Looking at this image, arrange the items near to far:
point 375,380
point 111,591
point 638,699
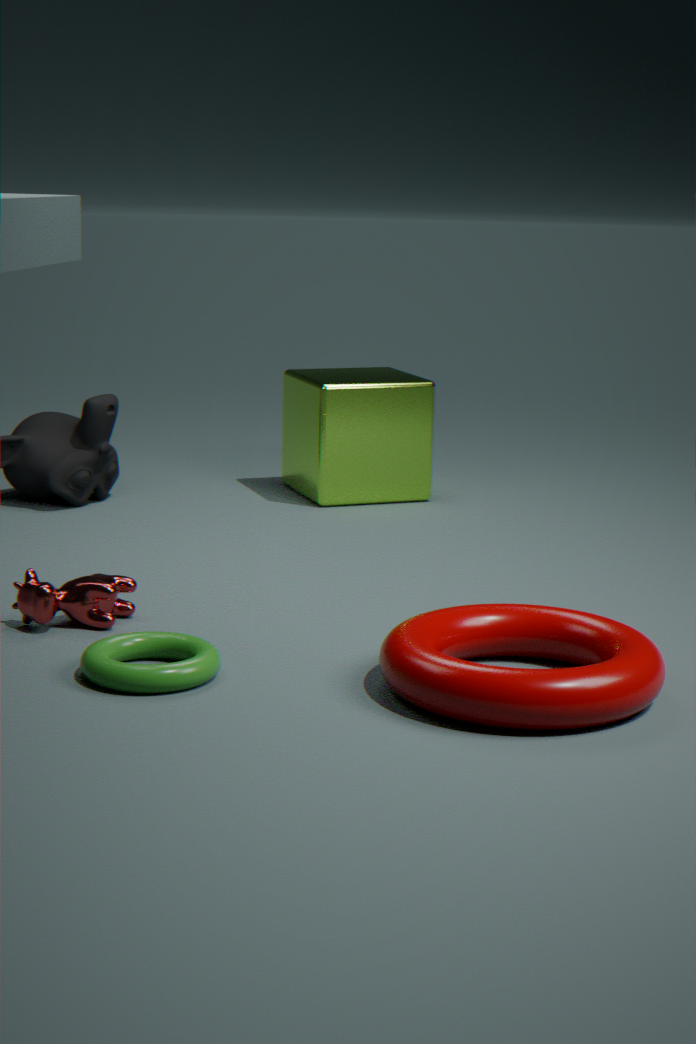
point 638,699 → point 111,591 → point 375,380
